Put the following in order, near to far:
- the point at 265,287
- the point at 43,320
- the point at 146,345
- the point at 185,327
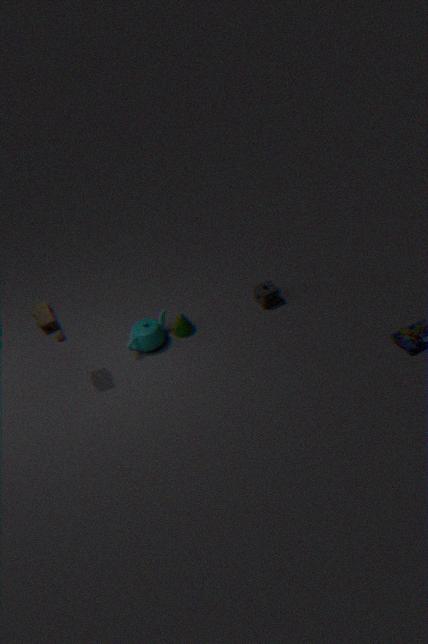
the point at 43,320 → the point at 146,345 → the point at 185,327 → the point at 265,287
